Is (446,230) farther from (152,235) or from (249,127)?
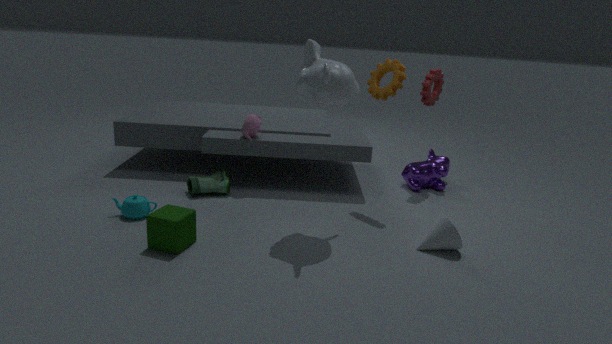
(249,127)
